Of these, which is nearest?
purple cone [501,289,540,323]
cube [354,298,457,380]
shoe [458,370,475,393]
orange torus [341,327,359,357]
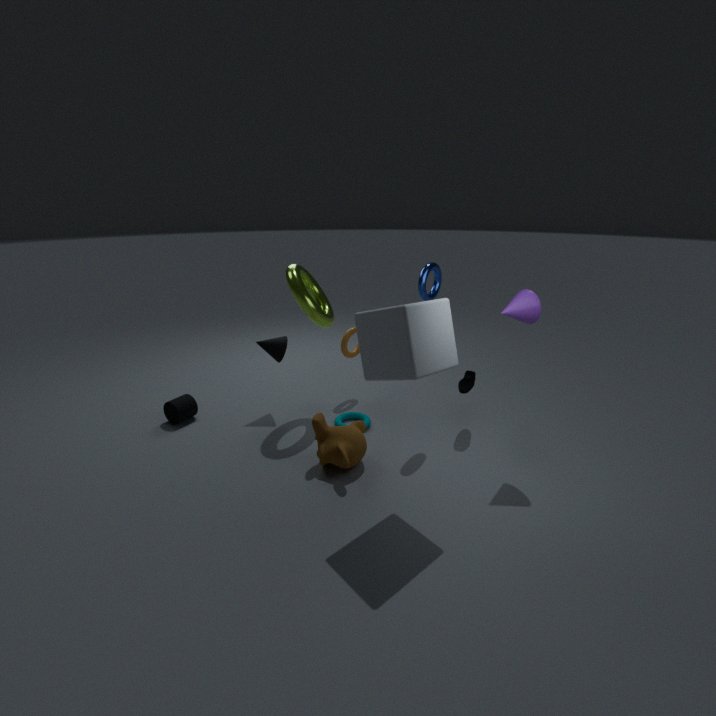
cube [354,298,457,380]
